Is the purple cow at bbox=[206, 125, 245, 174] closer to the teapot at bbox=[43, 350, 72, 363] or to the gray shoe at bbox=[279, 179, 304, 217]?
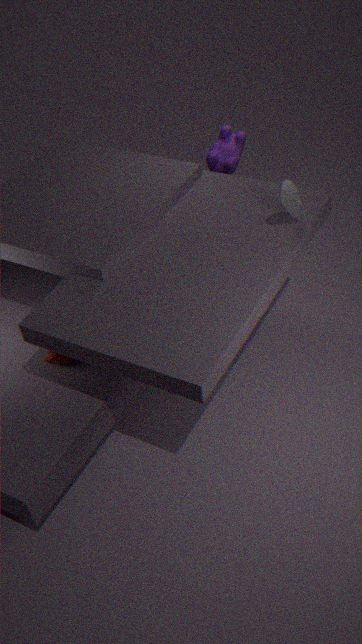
the gray shoe at bbox=[279, 179, 304, 217]
